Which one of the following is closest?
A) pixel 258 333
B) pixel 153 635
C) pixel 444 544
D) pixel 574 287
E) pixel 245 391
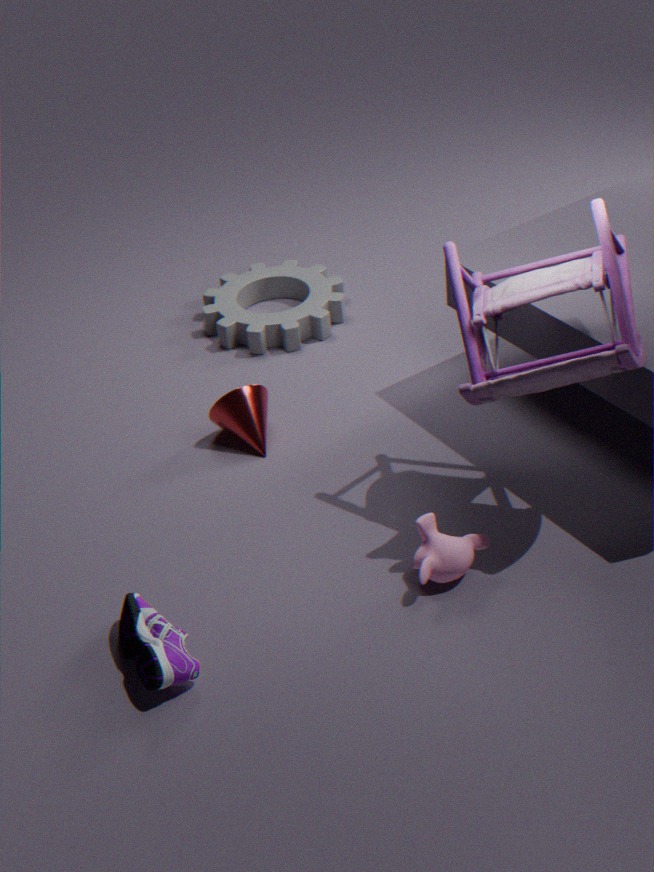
pixel 153 635
